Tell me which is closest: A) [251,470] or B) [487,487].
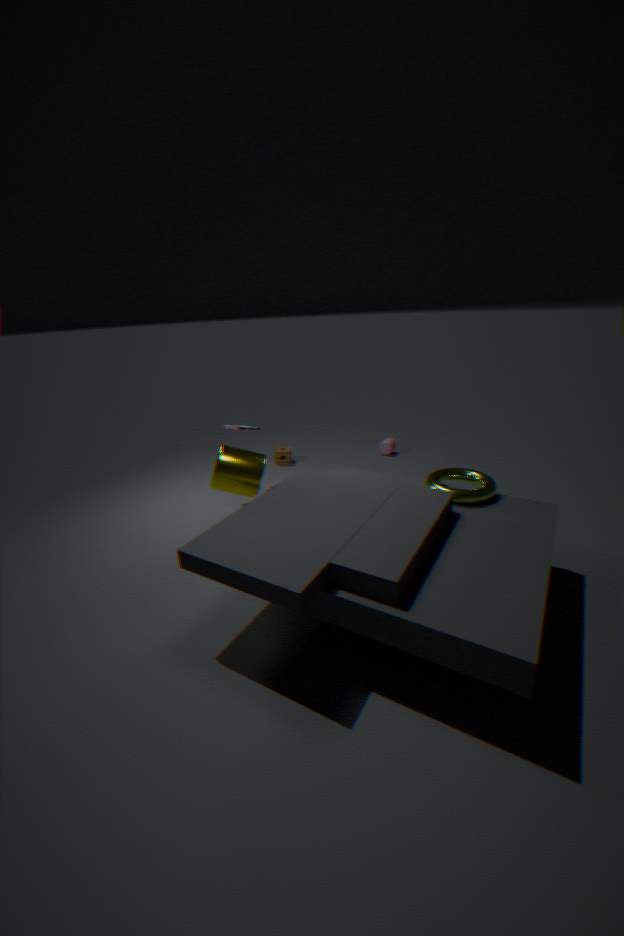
A. [251,470]
